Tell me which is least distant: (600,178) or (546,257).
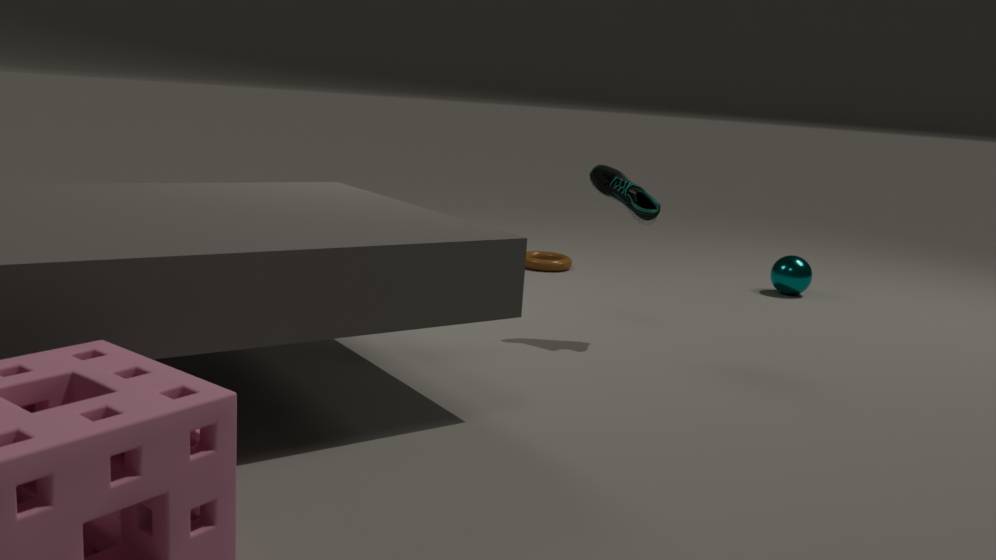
(600,178)
